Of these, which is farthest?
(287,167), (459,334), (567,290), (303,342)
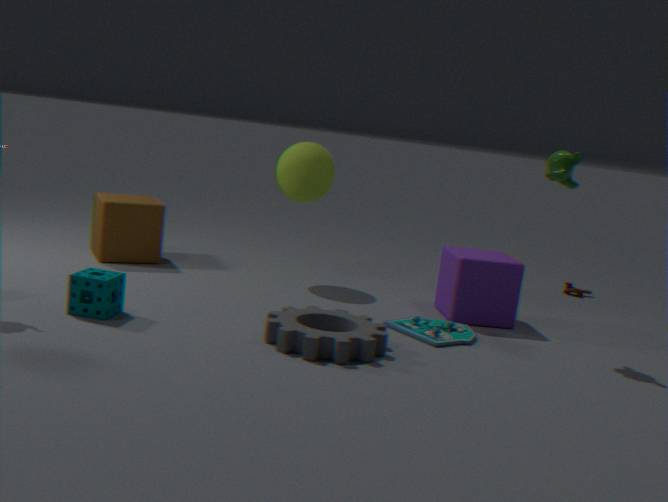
(567,290)
